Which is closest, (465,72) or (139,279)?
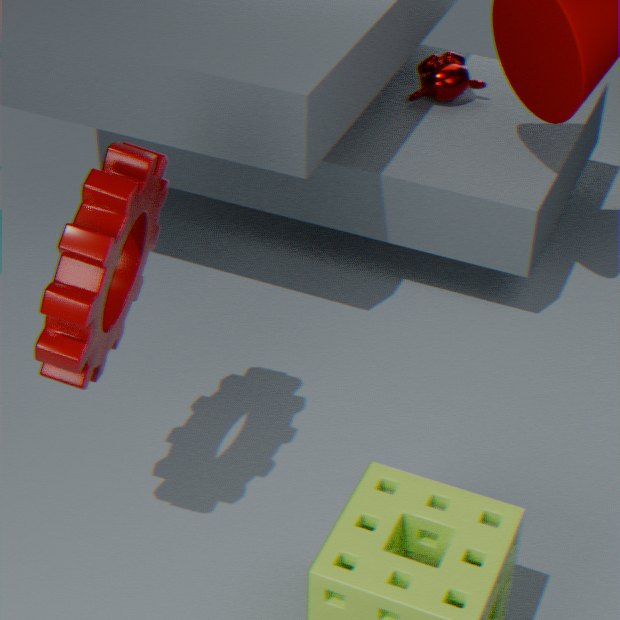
(139,279)
